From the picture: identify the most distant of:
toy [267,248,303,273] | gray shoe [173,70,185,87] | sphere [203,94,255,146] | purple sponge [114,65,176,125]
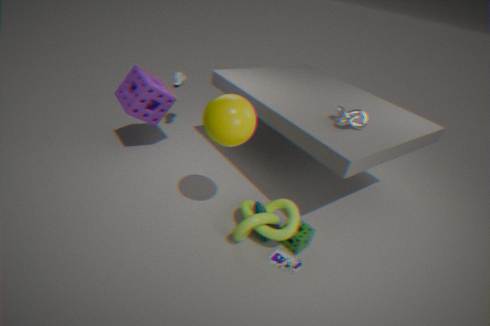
gray shoe [173,70,185,87]
